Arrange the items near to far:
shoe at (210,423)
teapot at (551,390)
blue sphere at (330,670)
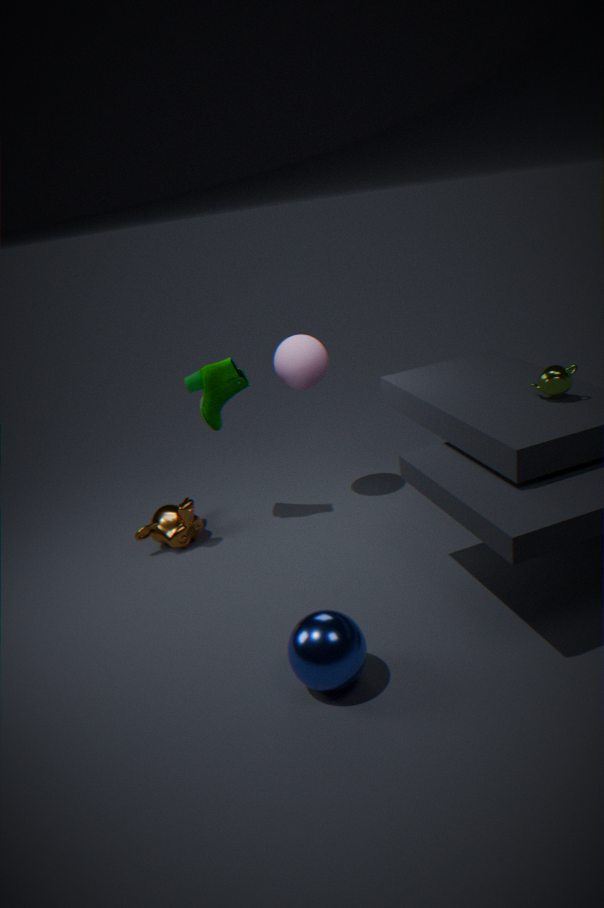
blue sphere at (330,670)
teapot at (551,390)
shoe at (210,423)
